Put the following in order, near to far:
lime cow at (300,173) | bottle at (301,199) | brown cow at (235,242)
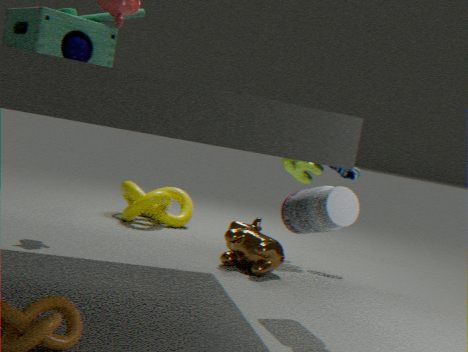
bottle at (301,199) → brown cow at (235,242) → lime cow at (300,173)
